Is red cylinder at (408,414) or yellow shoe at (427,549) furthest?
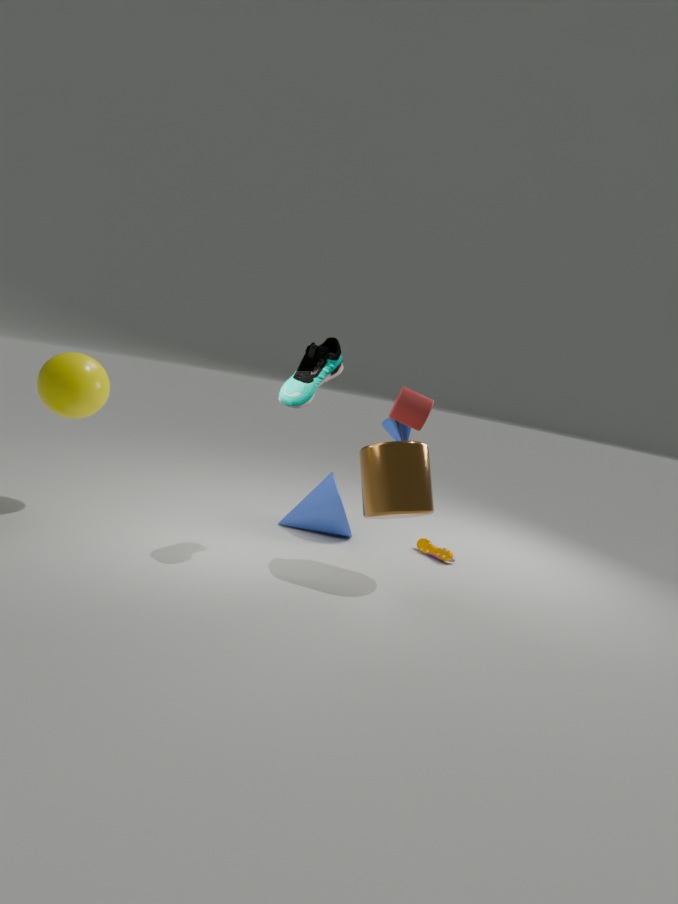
yellow shoe at (427,549)
